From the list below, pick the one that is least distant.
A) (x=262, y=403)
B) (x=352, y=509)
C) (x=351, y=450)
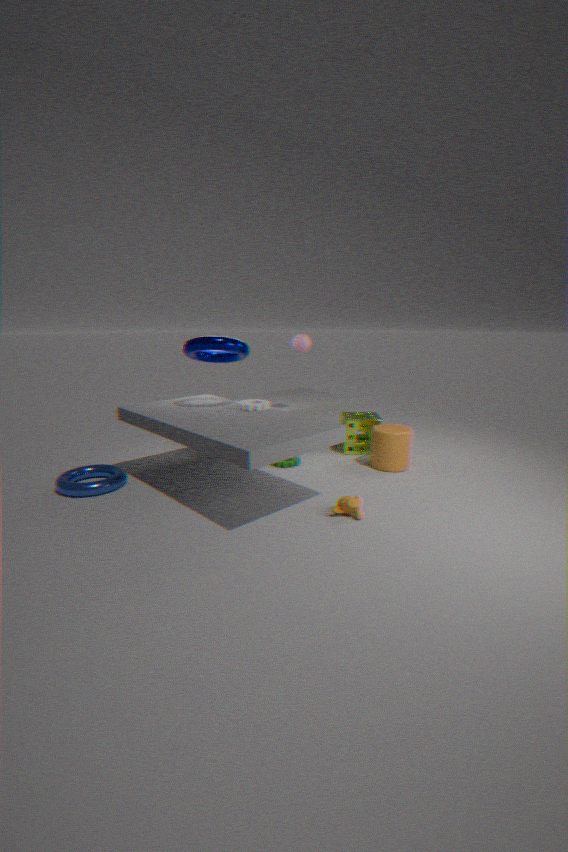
(x=352, y=509)
